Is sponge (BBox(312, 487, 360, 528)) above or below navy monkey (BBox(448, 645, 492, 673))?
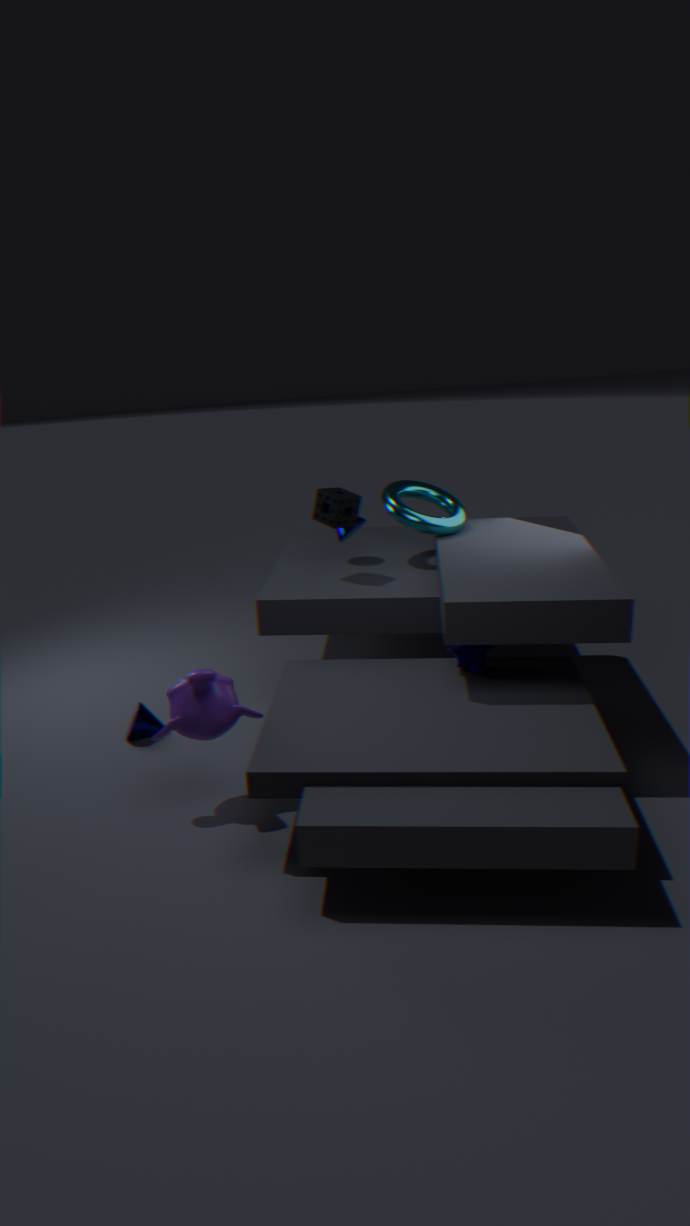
above
